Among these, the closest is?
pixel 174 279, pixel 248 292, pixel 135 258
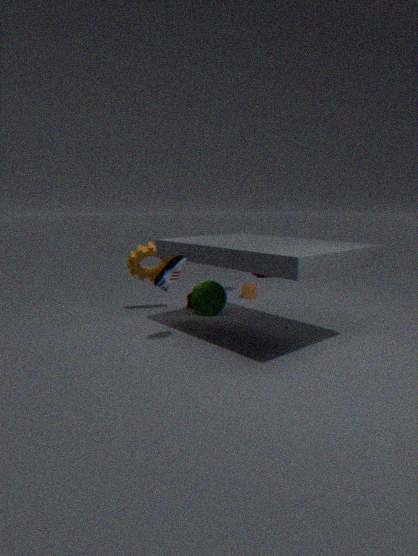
pixel 174 279
